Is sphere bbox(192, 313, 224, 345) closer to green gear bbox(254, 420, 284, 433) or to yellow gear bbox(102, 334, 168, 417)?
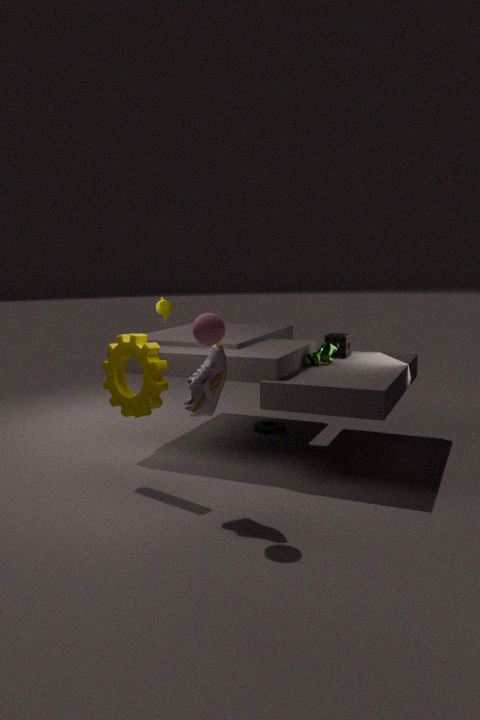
yellow gear bbox(102, 334, 168, 417)
